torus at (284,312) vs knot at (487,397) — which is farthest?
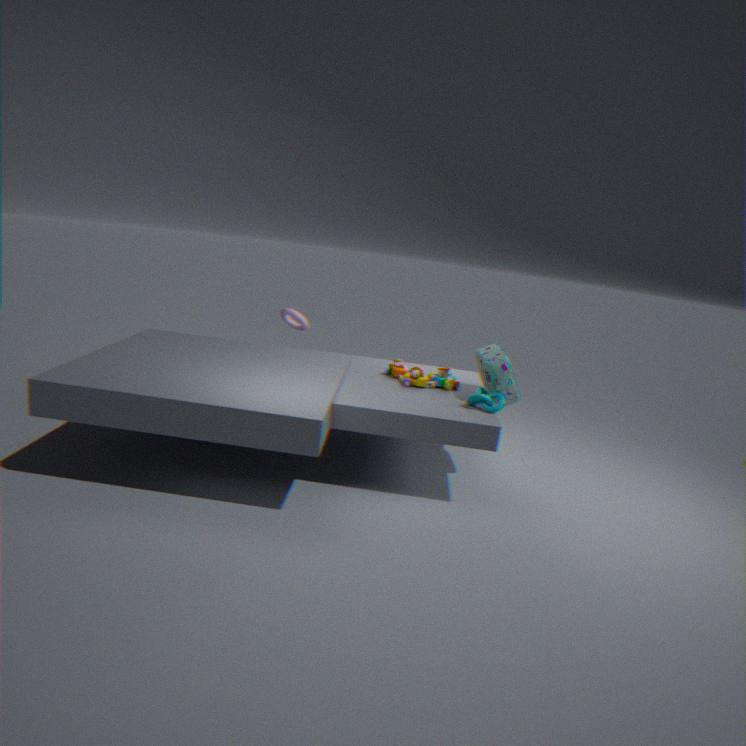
torus at (284,312)
